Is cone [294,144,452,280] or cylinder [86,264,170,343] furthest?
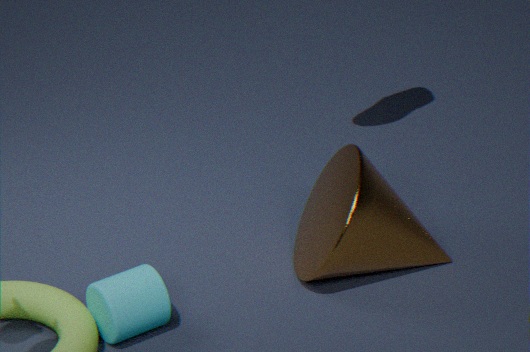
cone [294,144,452,280]
